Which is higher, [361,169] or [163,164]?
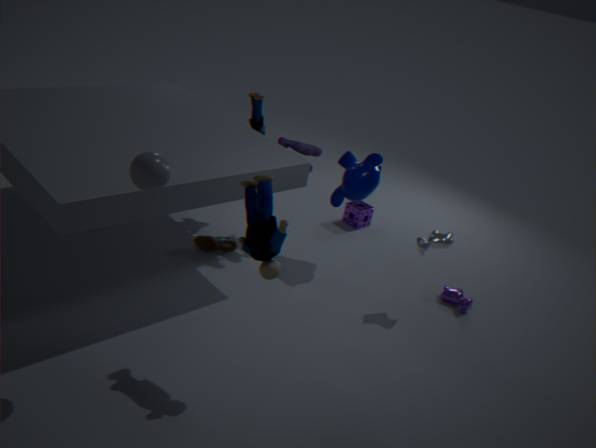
[163,164]
